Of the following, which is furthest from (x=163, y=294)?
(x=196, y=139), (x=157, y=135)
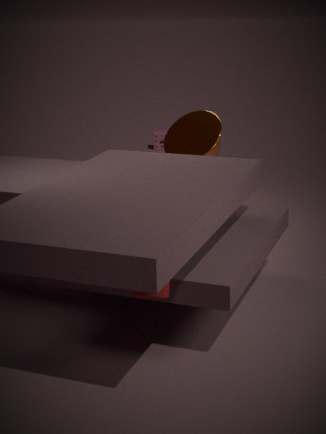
(x=157, y=135)
